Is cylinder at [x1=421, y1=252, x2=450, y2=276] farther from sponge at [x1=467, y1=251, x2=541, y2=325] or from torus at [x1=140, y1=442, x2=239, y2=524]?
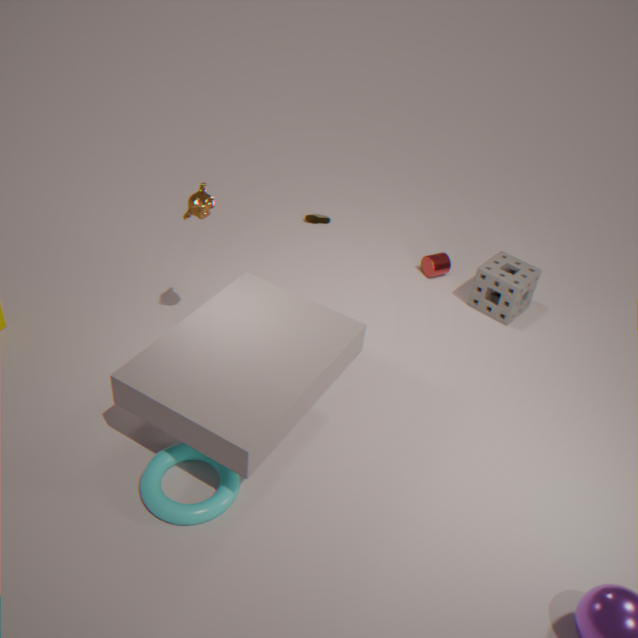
torus at [x1=140, y1=442, x2=239, y2=524]
